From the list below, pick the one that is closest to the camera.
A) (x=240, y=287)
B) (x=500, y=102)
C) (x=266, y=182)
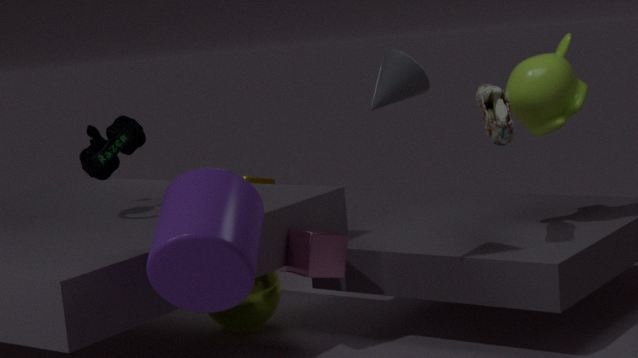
(x=240, y=287)
